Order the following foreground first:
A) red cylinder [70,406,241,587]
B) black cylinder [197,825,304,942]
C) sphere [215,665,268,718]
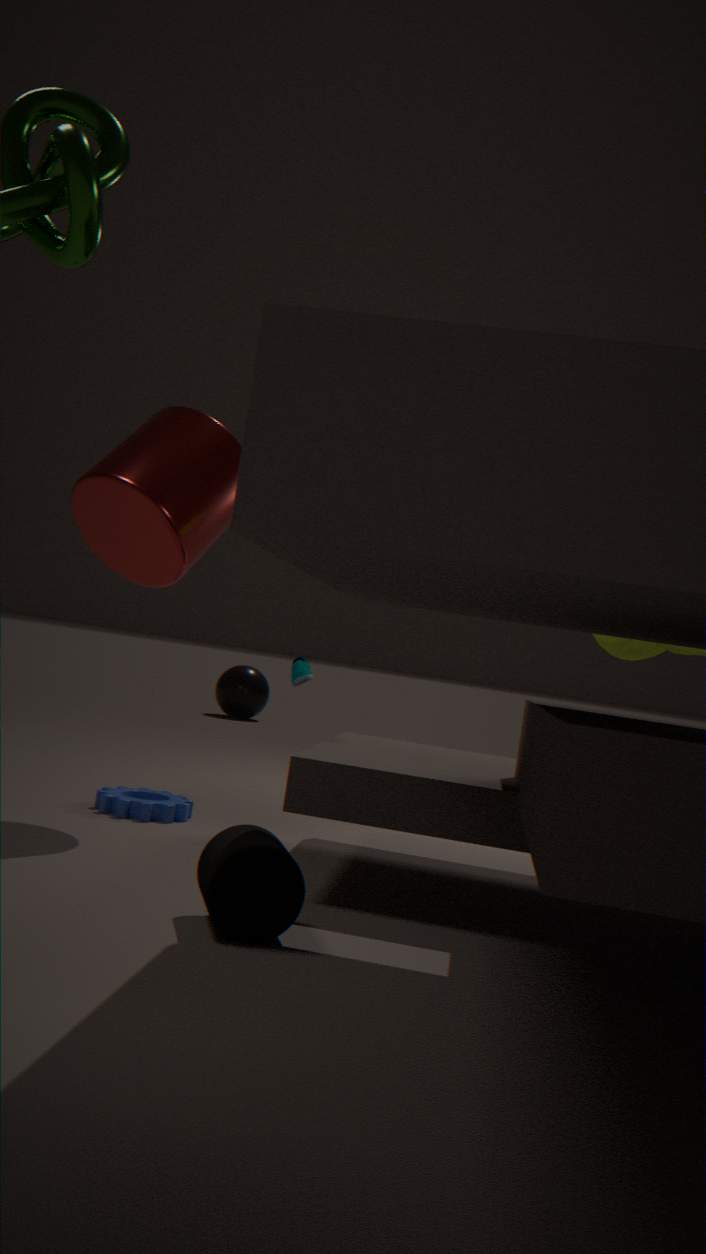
1. B. black cylinder [197,825,304,942]
2. A. red cylinder [70,406,241,587]
3. C. sphere [215,665,268,718]
